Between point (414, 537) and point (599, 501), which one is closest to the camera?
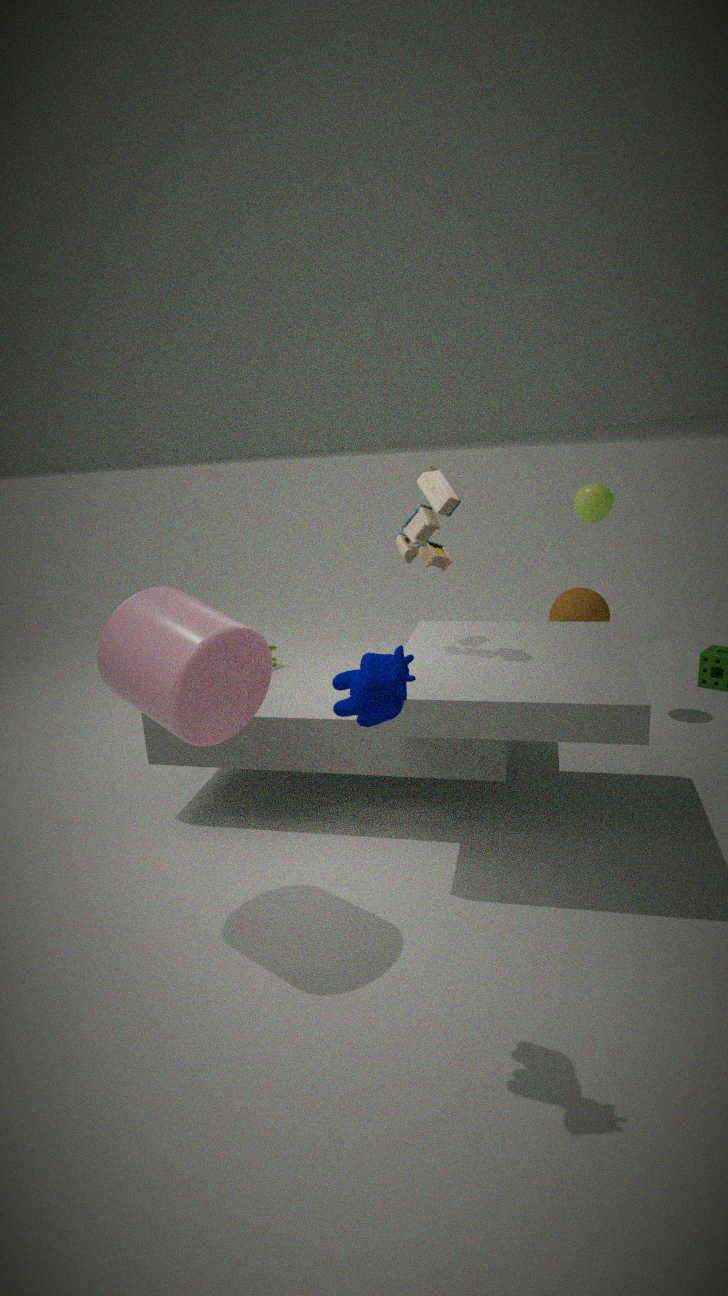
point (414, 537)
